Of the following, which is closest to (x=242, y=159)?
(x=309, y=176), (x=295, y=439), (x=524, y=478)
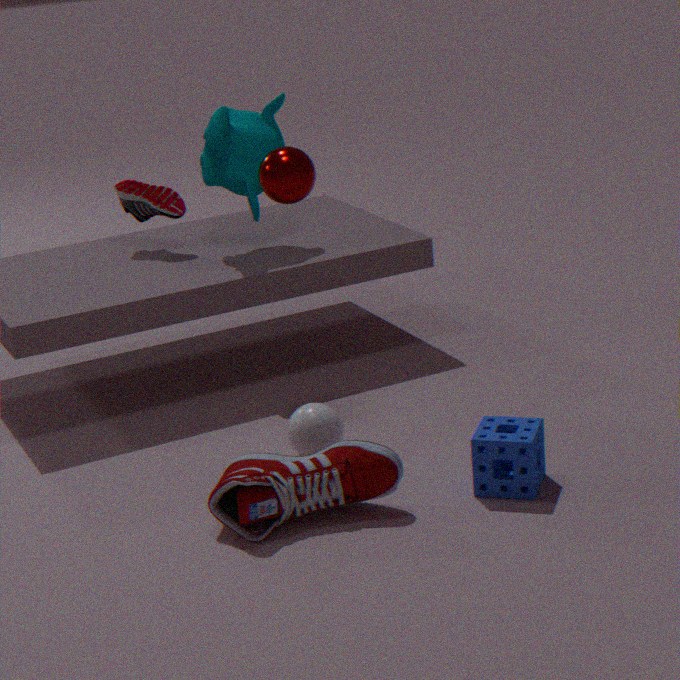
(x=309, y=176)
